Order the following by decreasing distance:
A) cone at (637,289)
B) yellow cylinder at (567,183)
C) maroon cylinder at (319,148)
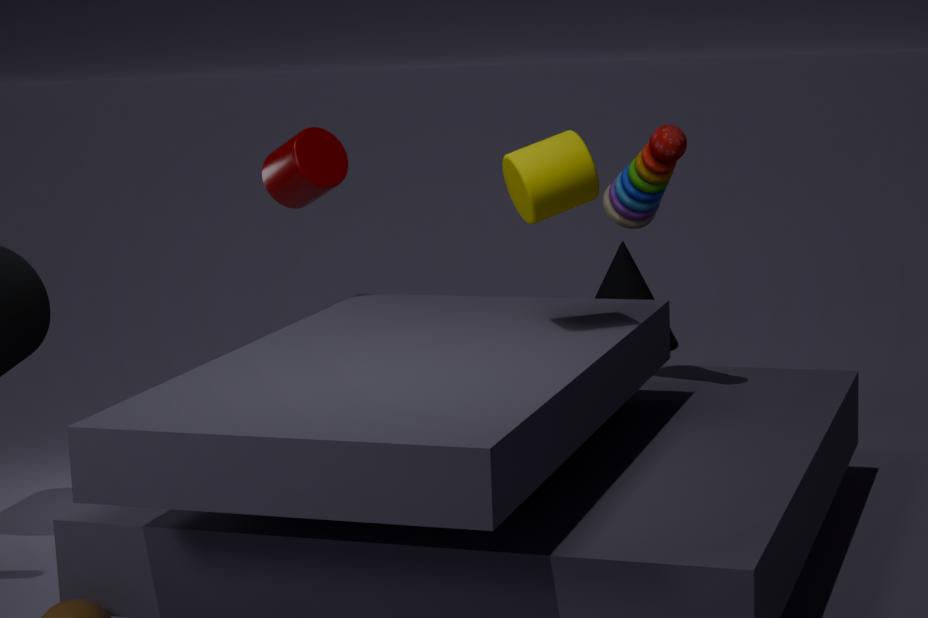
1. cone at (637,289)
2. maroon cylinder at (319,148)
3. yellow cylinder at (567,183)
